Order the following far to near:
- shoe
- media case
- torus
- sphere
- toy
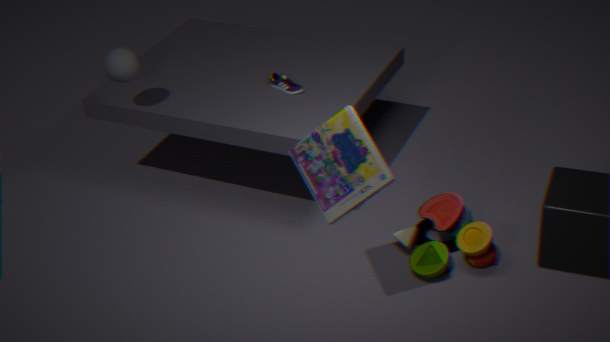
shoe
sphere
torus
toy
media case
